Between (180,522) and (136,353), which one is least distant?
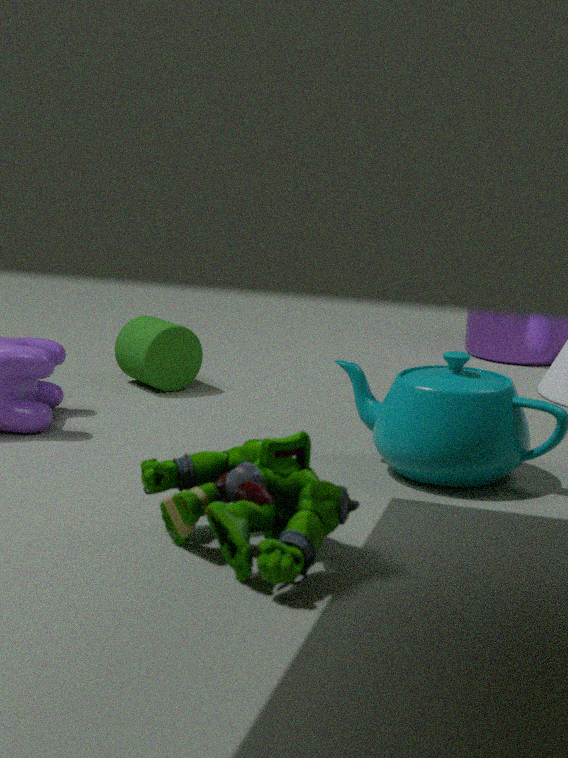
(180,522)
